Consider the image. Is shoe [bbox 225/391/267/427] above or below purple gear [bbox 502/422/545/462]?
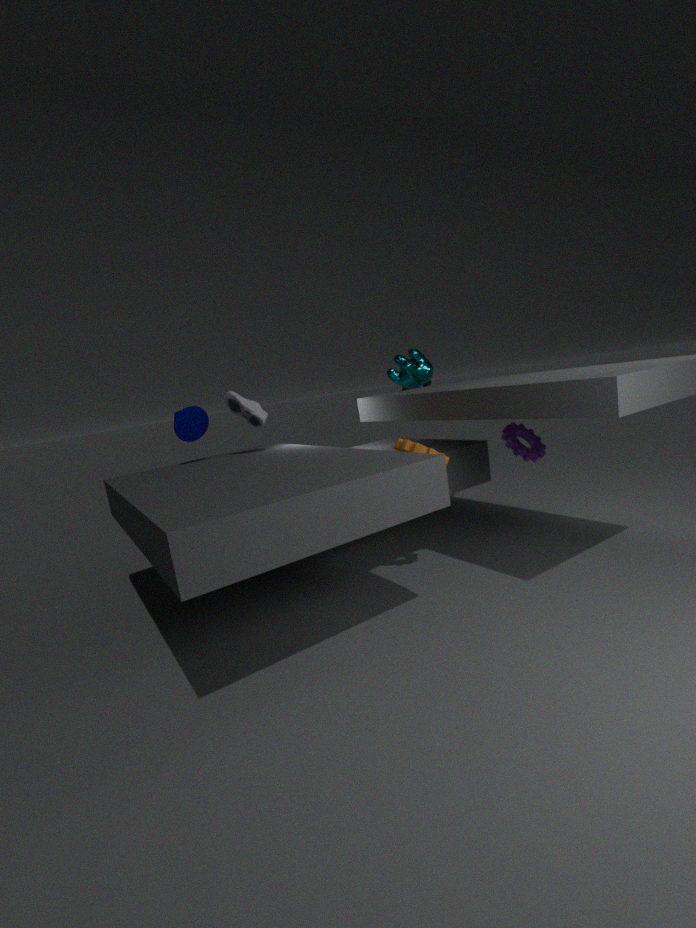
above
